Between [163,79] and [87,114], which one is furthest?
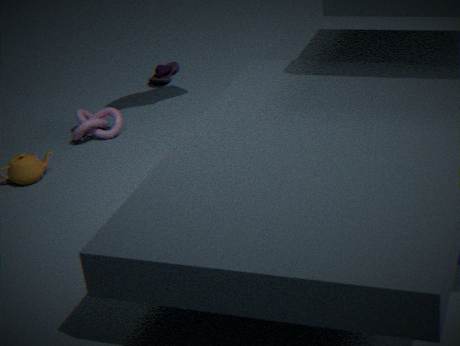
[163,79]
